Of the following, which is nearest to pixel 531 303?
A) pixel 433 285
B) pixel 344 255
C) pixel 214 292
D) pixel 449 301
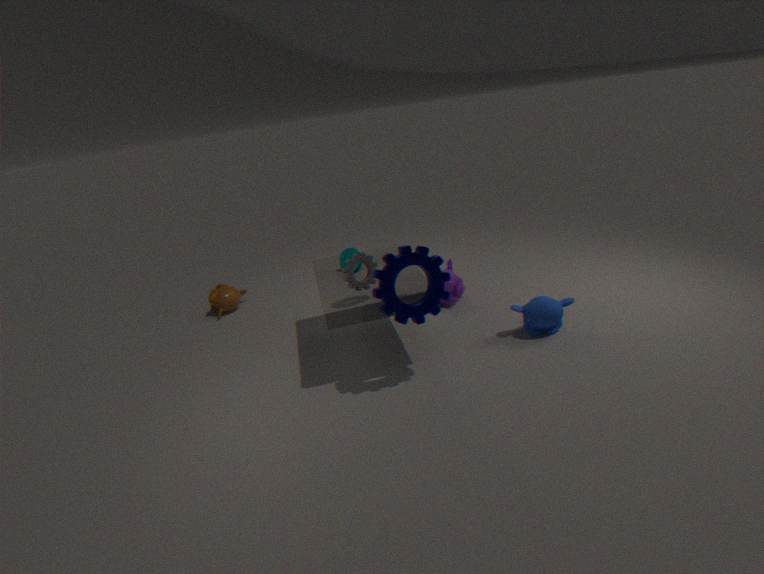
pixel 449 301
